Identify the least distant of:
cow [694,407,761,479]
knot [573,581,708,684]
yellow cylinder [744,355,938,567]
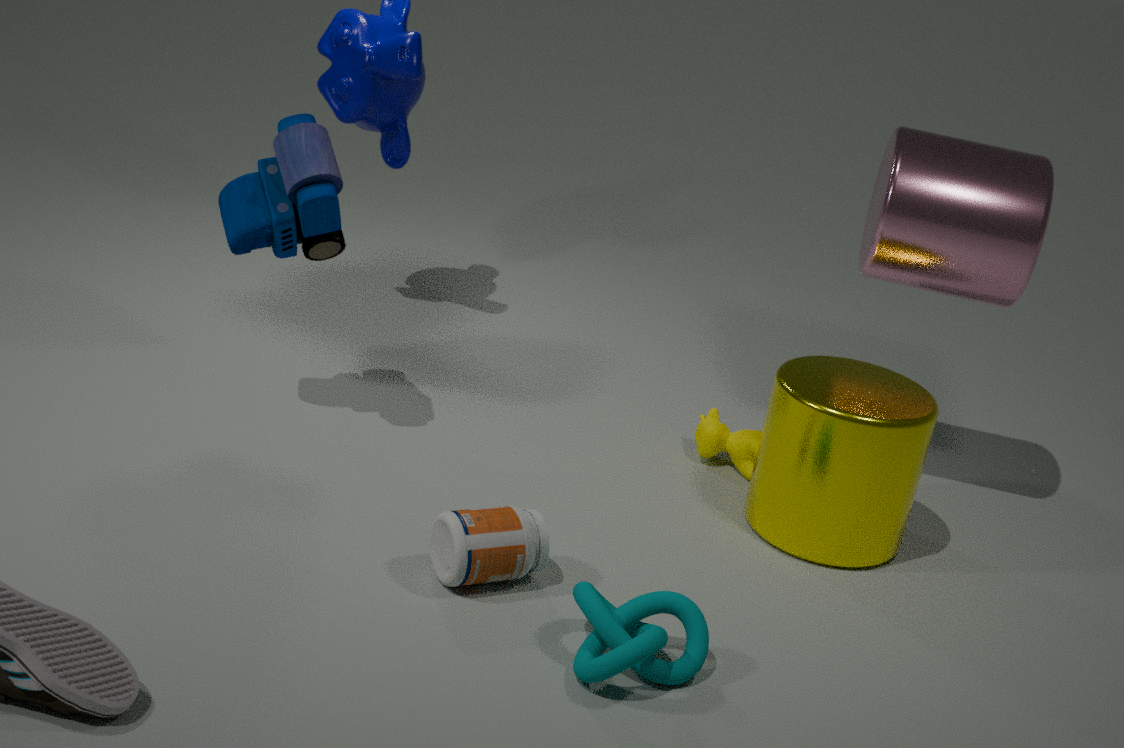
knot [573,581,708,684]
